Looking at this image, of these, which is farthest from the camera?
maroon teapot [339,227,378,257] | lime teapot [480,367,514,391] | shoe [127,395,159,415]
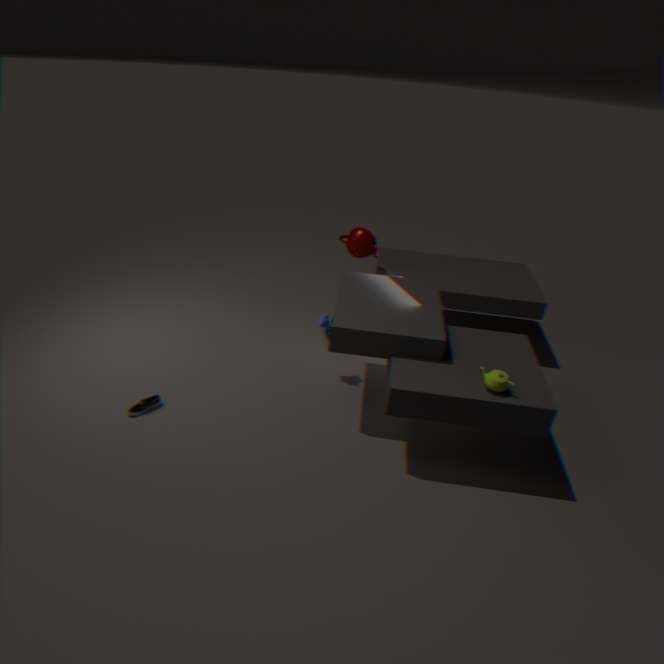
maroon teapot [339,227,378,257]
